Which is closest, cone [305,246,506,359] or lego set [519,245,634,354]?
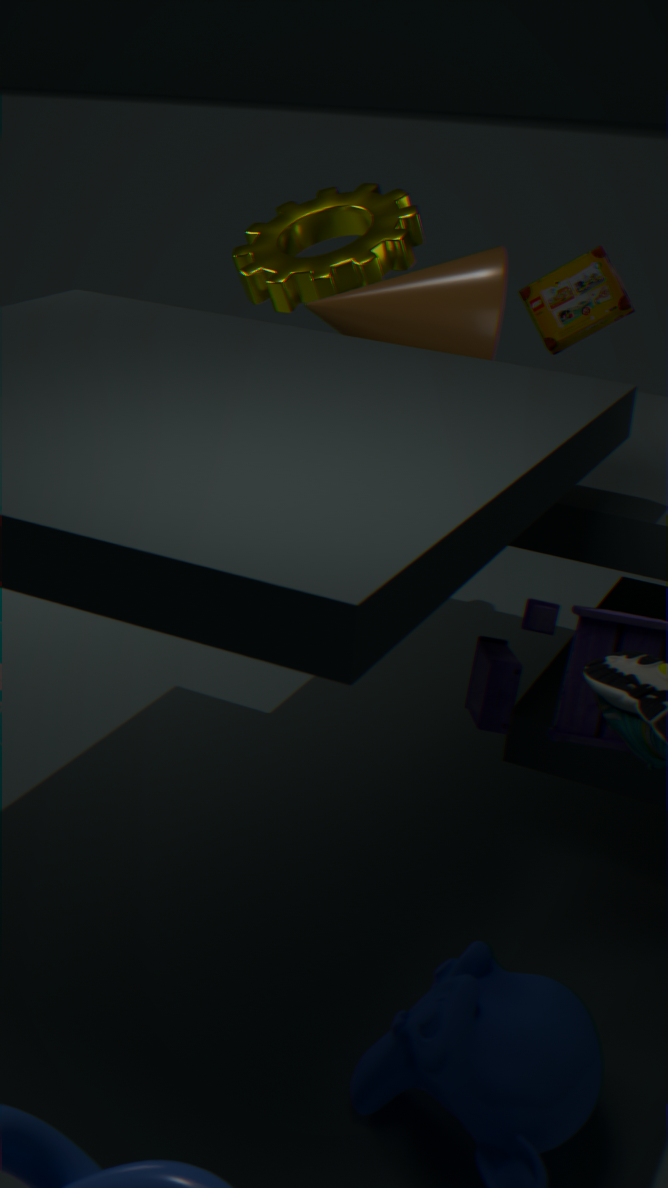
cone [305,246,506,359]
